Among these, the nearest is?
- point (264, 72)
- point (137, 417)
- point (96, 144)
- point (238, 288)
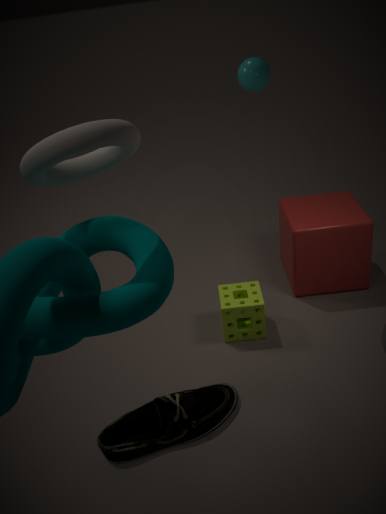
point (96, 144)
